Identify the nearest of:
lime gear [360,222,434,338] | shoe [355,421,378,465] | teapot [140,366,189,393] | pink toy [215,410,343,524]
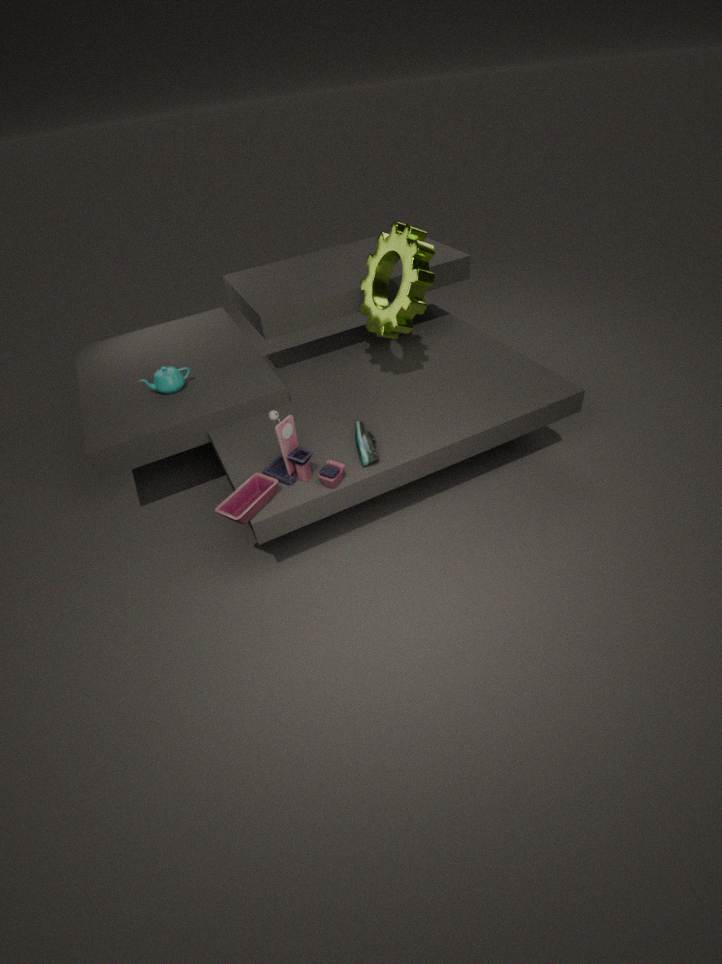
pink toy [215,410,343,524]
